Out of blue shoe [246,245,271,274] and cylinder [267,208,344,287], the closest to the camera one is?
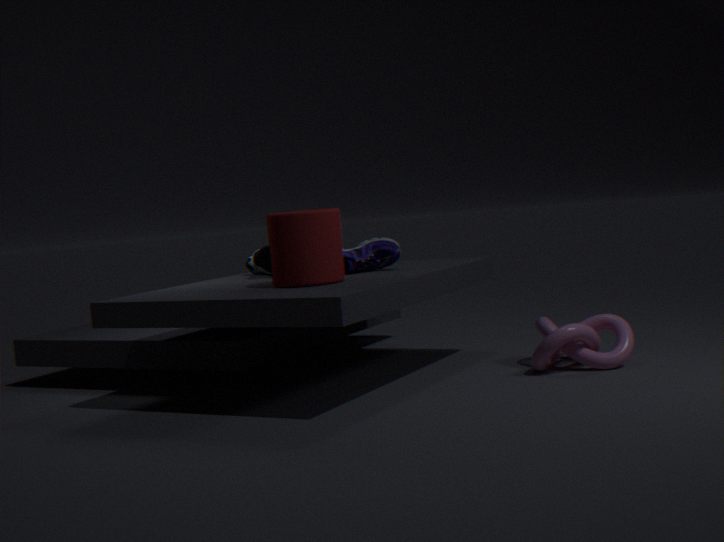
cylinder [267,208,344,287]
